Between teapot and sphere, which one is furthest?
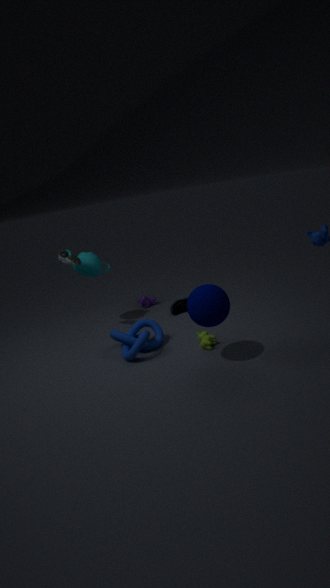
teapot
